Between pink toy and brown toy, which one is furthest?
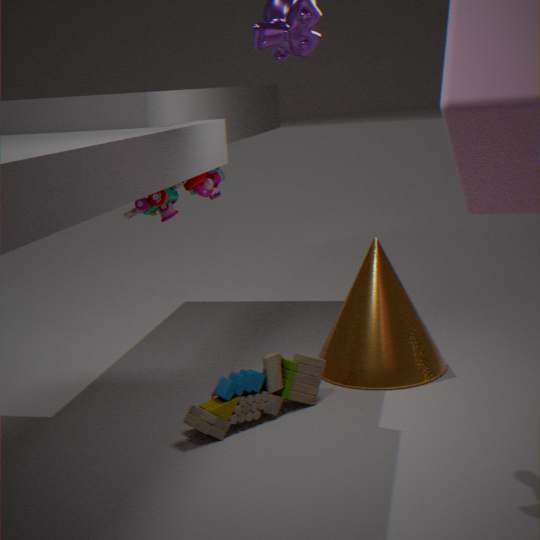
pink toy
